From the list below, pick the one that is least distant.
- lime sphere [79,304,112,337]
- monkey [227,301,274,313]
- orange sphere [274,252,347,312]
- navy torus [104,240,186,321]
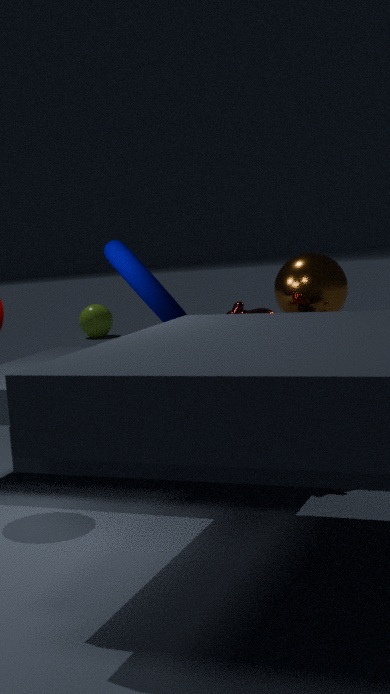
navy torus [104,240,186,321]
